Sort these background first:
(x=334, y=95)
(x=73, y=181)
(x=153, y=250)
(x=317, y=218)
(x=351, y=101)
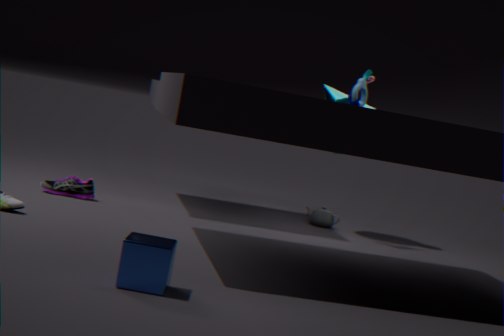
(x=334, y=95) → (x=317, y=218) → (x=351, y=101) → (x=73, y=181) → (x=153, y=250)
